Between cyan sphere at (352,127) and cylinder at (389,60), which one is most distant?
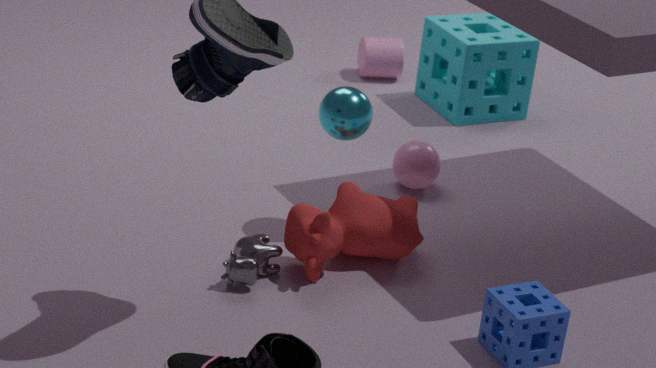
cylinder at (389,60)
